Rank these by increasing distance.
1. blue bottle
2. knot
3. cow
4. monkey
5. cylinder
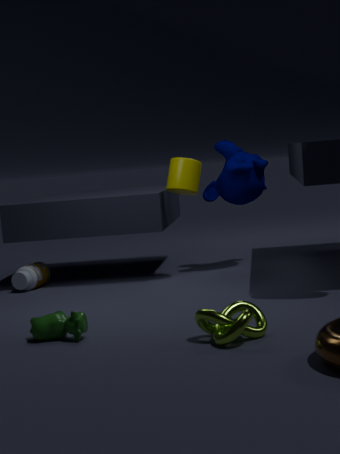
knot, cow, cylinder, blue bottle, monkey
